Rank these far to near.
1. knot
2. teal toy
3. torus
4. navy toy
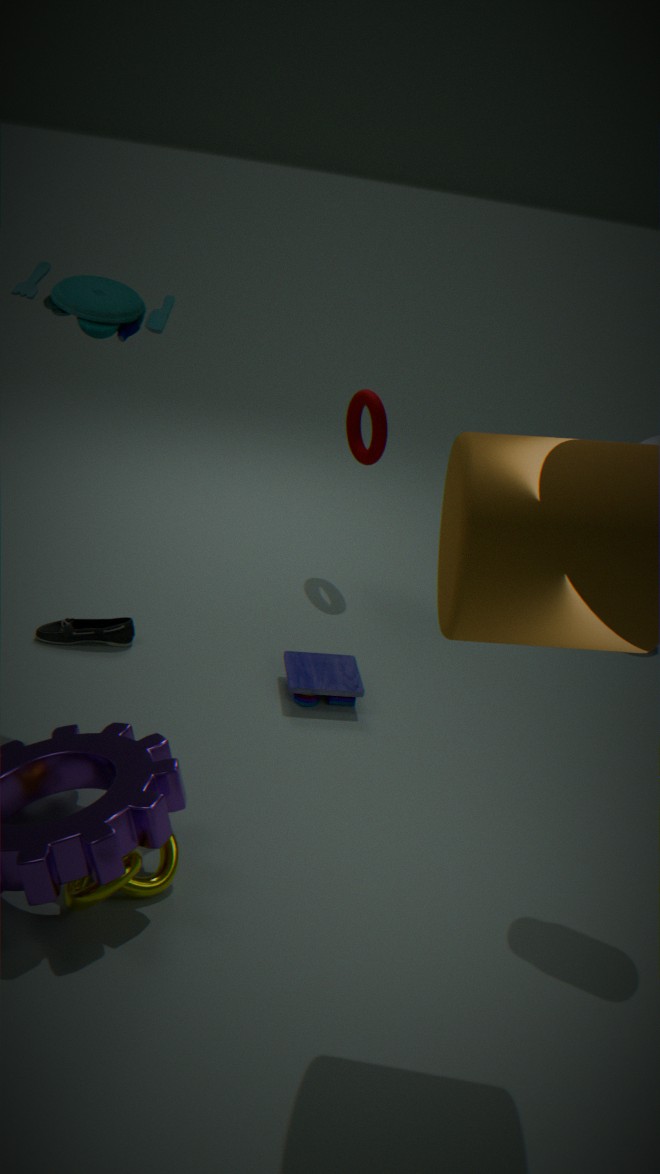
torus, navy toy, teal toy, knot
